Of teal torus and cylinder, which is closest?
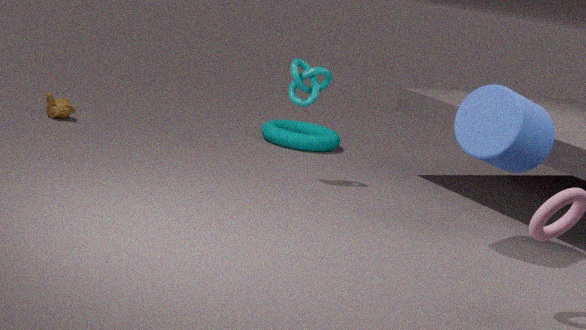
cylinder
